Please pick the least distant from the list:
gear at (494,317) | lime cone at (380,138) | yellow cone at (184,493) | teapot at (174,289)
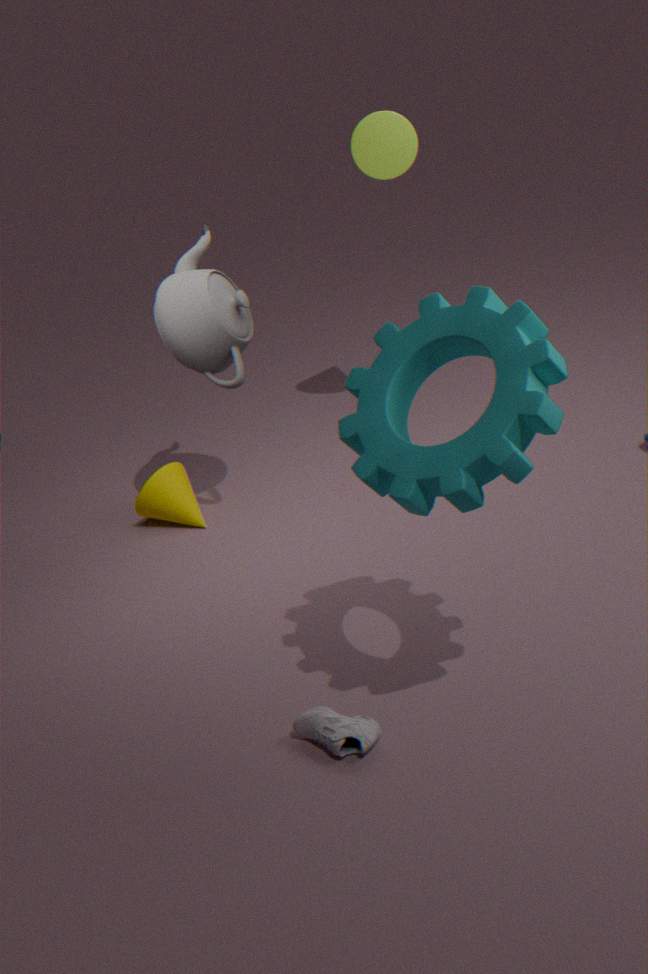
gear at (494,317)
